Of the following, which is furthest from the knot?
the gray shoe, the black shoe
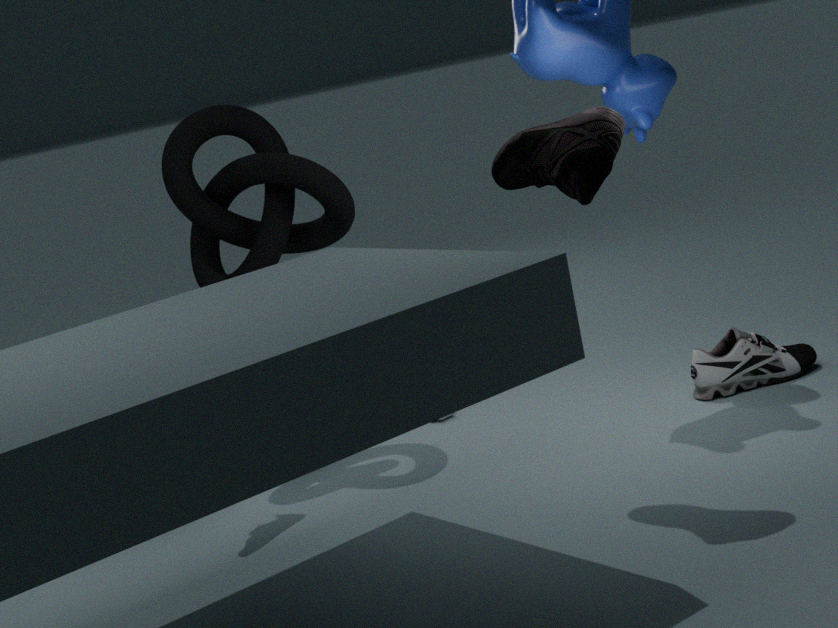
the gray shoe
